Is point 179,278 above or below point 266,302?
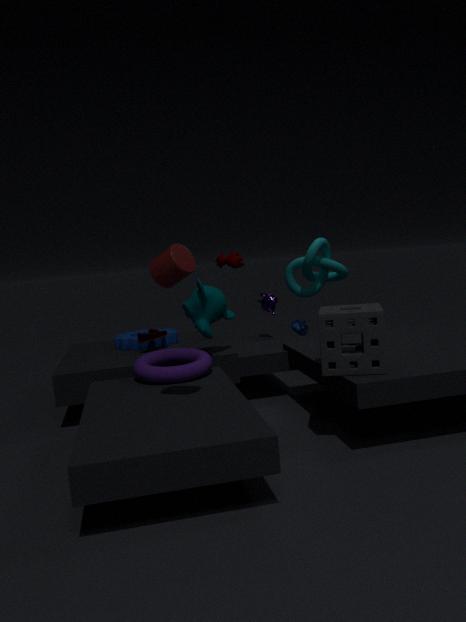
above
